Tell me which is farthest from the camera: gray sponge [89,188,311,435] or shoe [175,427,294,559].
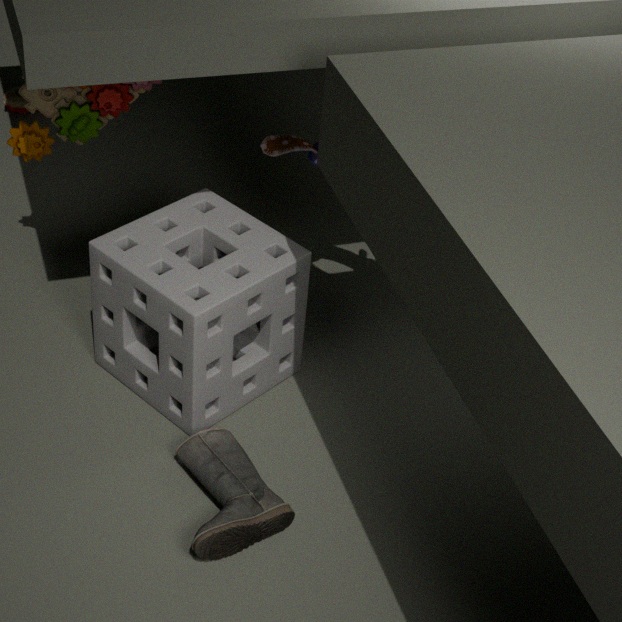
gray sponge [89,188,311,435]
